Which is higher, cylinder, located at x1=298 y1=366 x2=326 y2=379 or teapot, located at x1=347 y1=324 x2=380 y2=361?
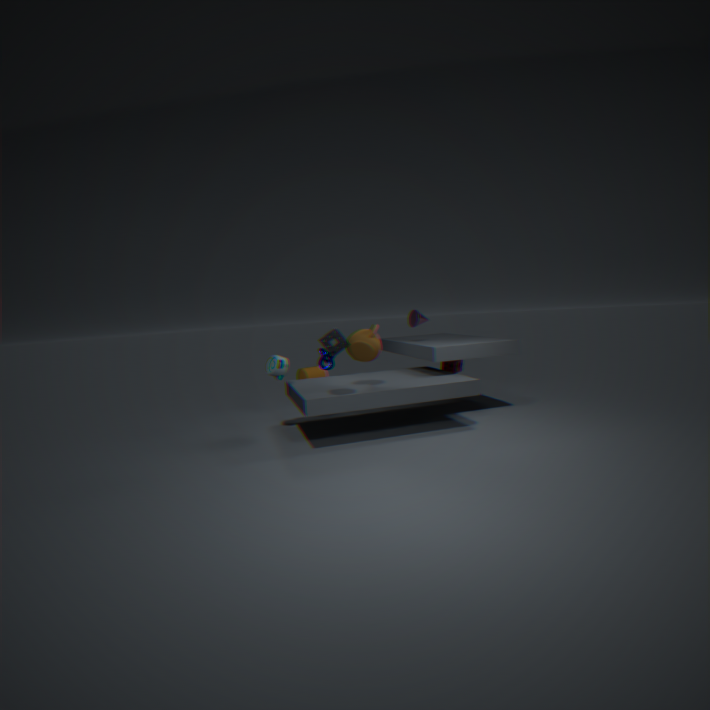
teapot, located at x1=347 y1=324 x2=380 y2=361
